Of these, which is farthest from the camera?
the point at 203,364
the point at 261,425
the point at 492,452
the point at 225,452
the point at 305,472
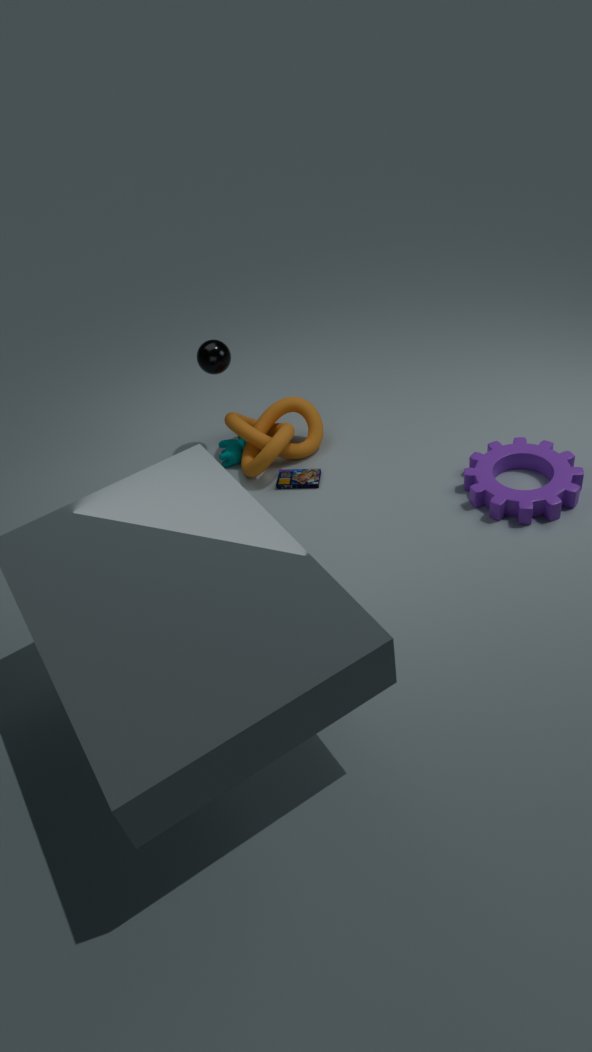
the point at 261,425
